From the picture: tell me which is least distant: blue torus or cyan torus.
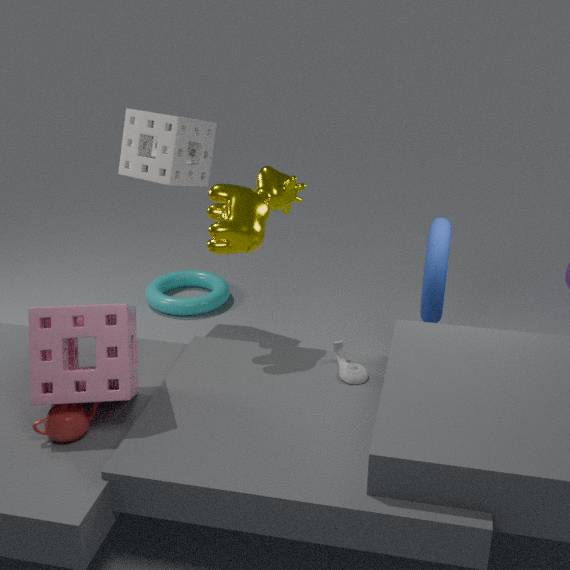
blue torus
